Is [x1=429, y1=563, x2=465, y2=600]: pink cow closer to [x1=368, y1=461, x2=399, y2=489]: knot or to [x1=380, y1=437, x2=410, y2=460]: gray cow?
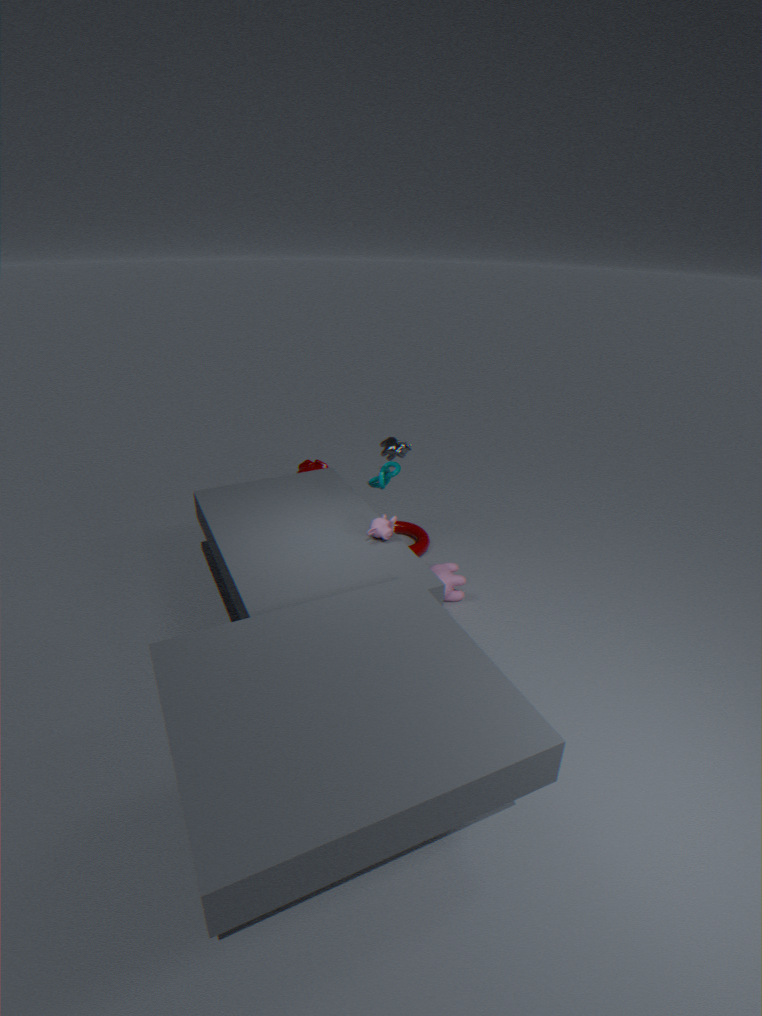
[x1=368, y1=461, x2=399, y2=489]: knot
